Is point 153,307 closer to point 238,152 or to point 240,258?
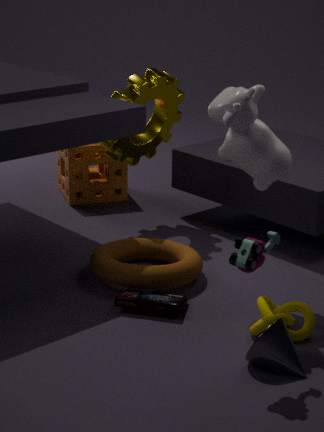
point 240,258
